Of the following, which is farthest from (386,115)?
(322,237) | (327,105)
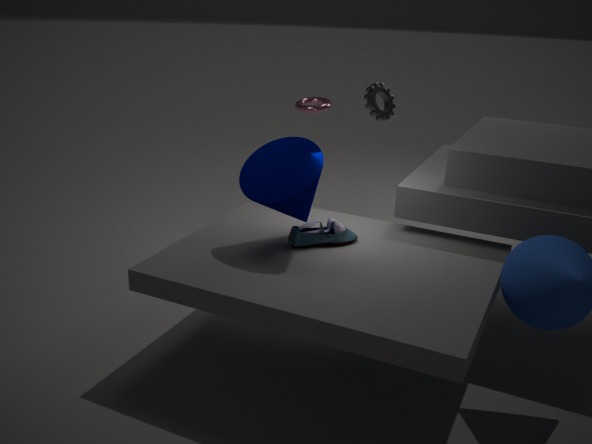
(322,237)
